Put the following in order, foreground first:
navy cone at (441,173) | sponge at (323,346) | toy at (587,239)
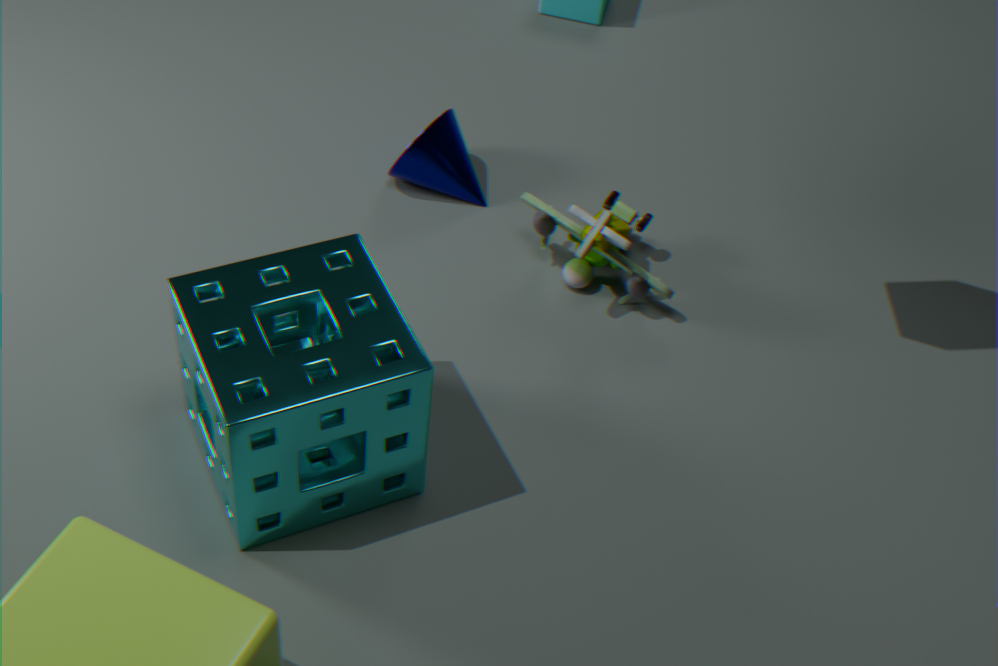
1. sponge at (323,346)
2. toy at (587,239)
3. navy cone at (441,173)
